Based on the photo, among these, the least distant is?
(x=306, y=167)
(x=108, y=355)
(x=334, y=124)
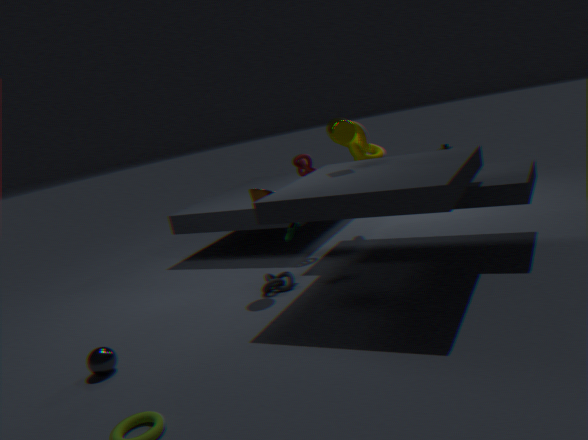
(x=108, y=355)
